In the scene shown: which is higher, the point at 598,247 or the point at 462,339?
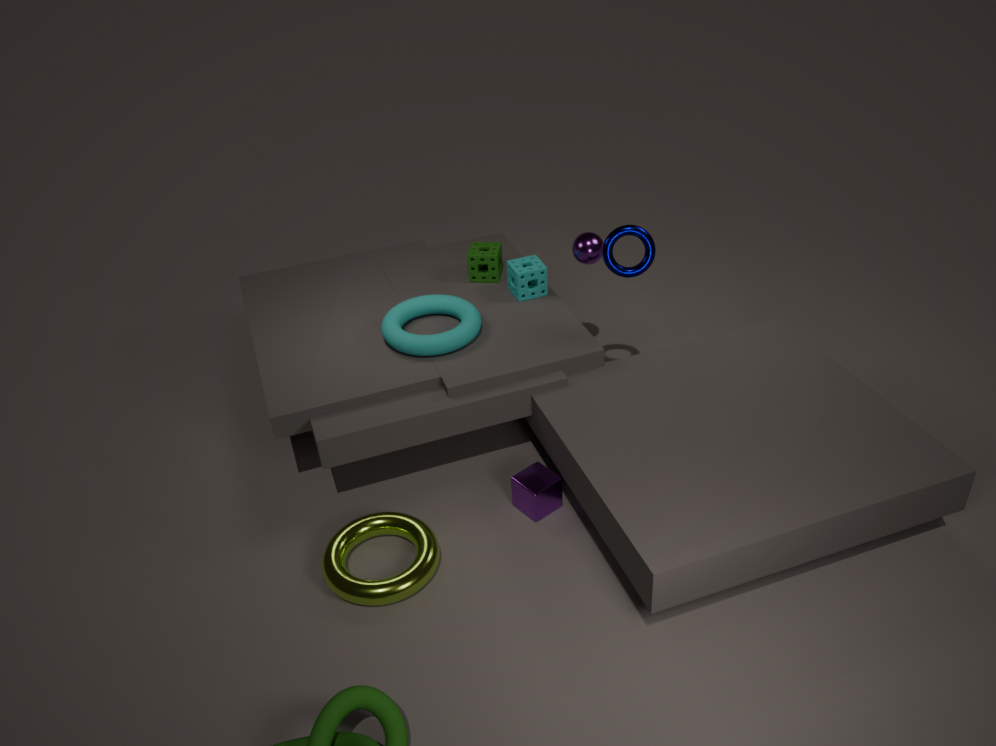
the point at 598,247
